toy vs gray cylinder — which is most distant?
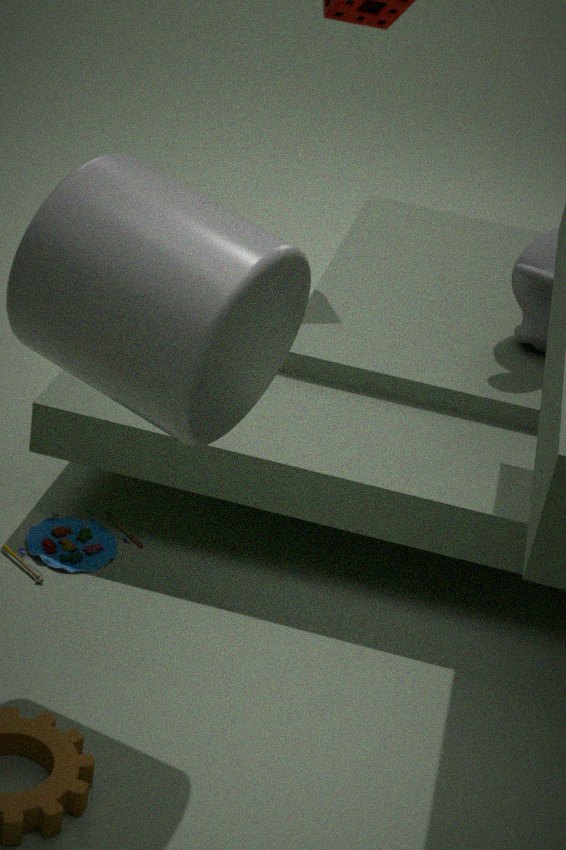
toy
